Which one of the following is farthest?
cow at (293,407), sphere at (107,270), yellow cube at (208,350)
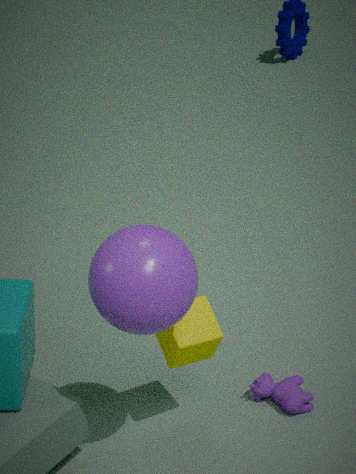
cow at (293,407)
